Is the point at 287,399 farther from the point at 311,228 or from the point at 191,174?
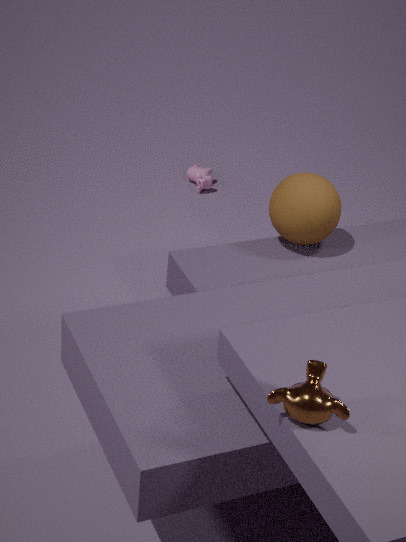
the point at 191,174
